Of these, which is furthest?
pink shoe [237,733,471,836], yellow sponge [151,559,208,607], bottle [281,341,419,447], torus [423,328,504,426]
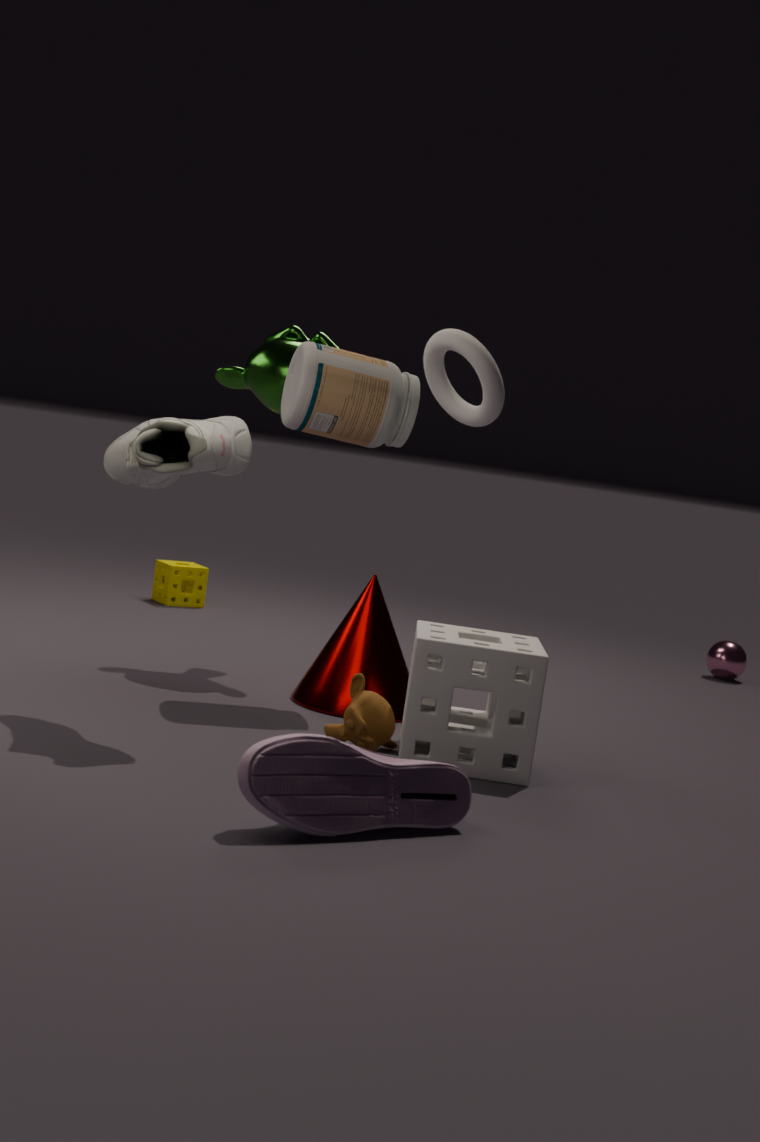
yellow sponge [151,559,208,607]
